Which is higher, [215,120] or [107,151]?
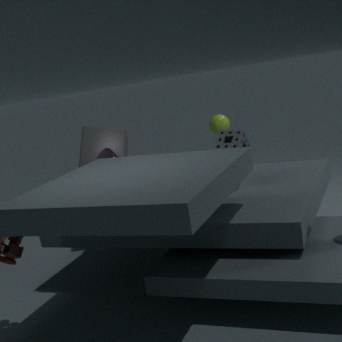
[215,120]
